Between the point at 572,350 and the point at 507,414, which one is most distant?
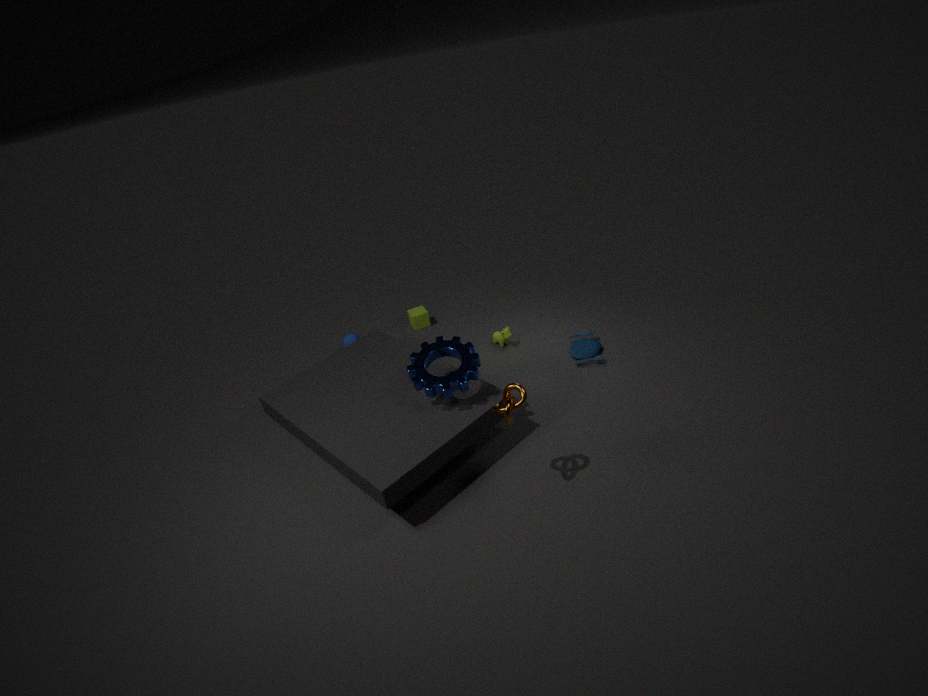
the point at 572,350
